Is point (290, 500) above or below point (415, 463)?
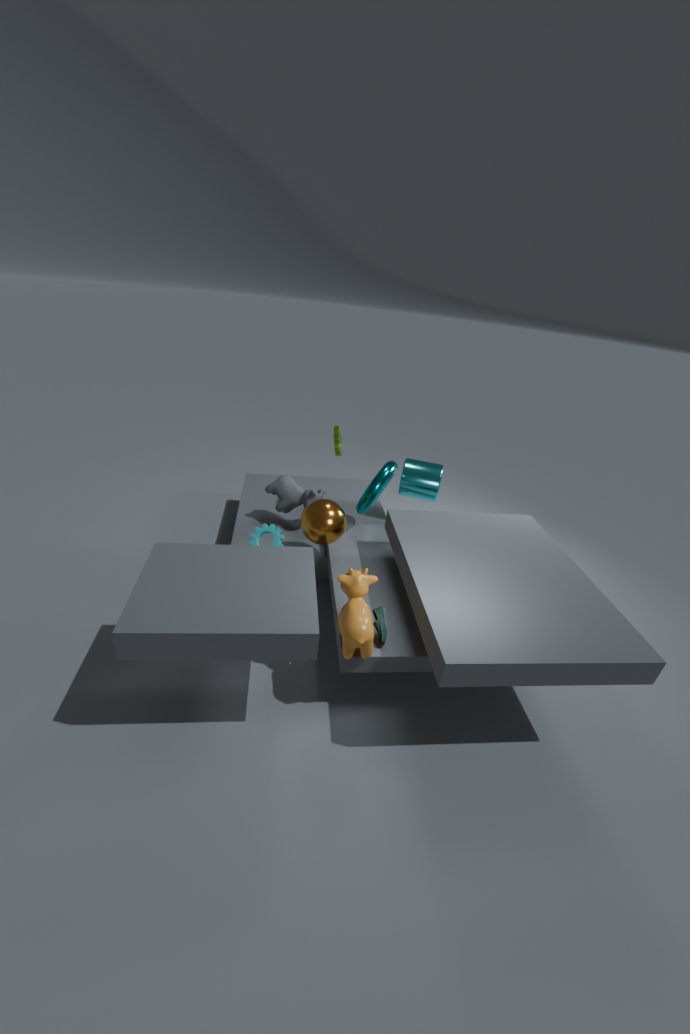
below
